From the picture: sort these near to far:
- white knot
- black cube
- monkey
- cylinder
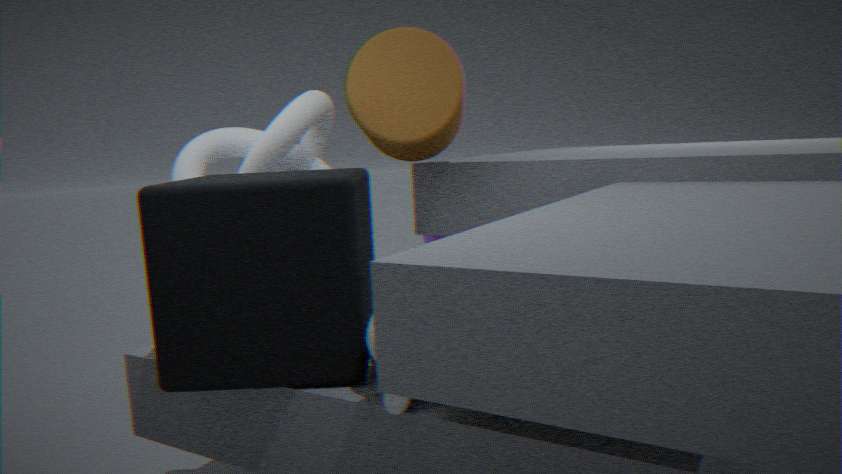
monkey
black cube
white knot
cylinder
